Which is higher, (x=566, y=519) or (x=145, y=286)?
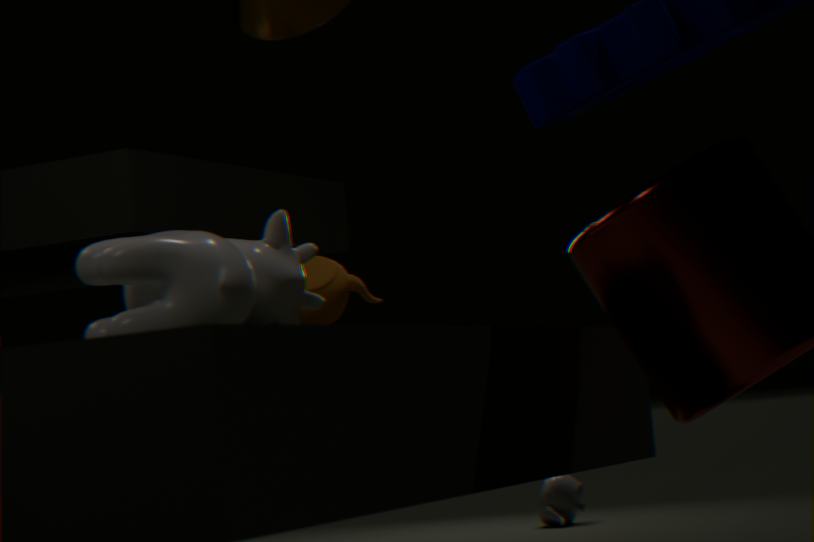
(x=145, y=286)
